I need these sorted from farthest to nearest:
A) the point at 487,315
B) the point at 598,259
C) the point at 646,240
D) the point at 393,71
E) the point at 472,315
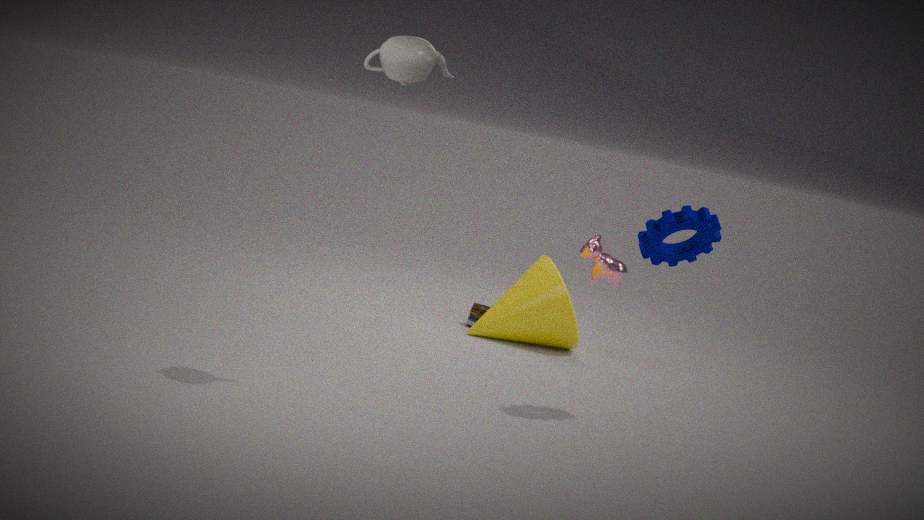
the point at 472,315 < the point at 598,259 < the point at 487,315 < the point at 646,240 < the point at 393,71
